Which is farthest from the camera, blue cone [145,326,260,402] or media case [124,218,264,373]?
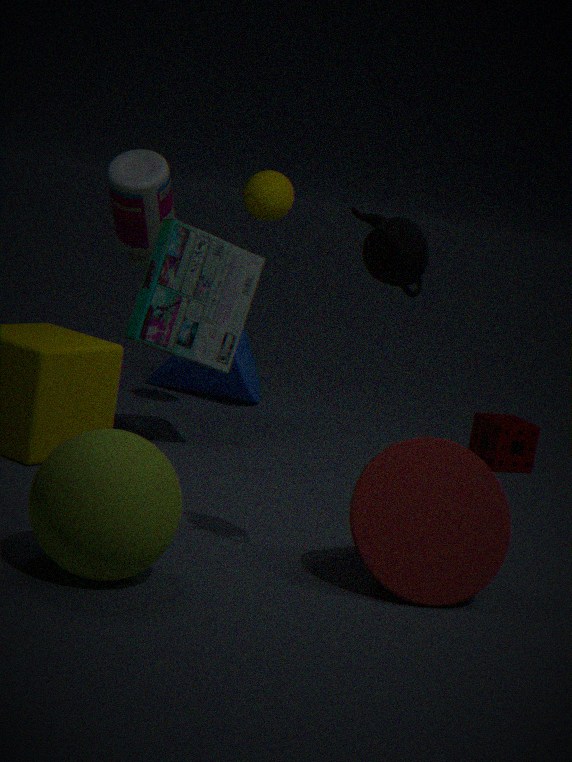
blue cone [145,326,260,402]
